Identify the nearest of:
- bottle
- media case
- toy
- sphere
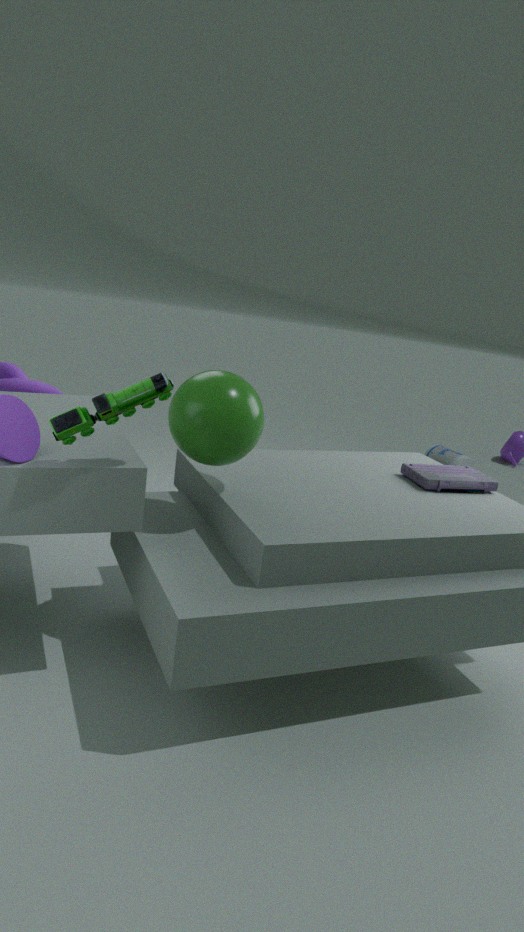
toy
